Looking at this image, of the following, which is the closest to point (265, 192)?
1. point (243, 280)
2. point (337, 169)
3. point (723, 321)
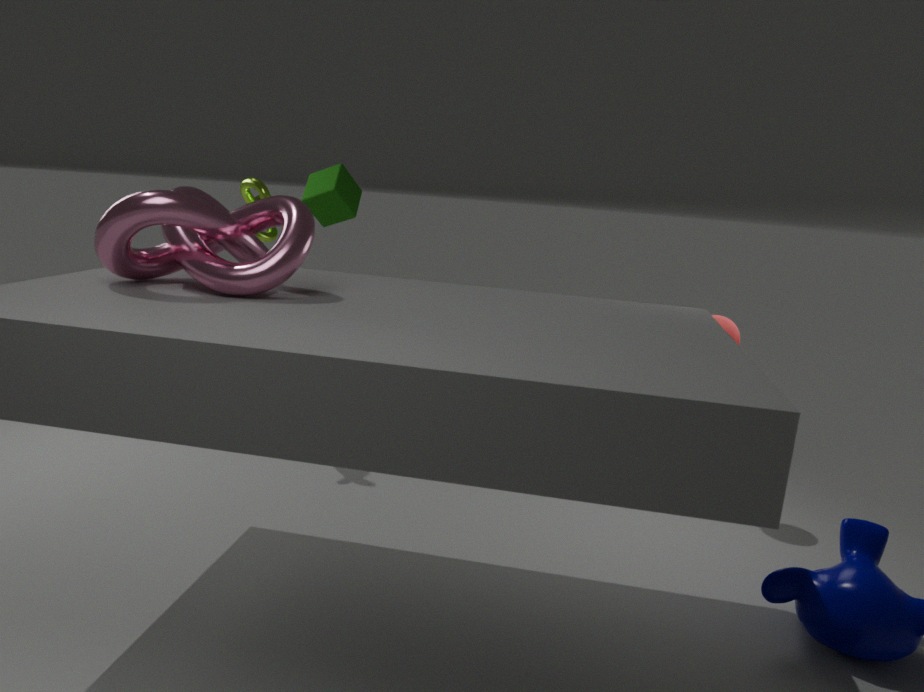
point (337, 169)
